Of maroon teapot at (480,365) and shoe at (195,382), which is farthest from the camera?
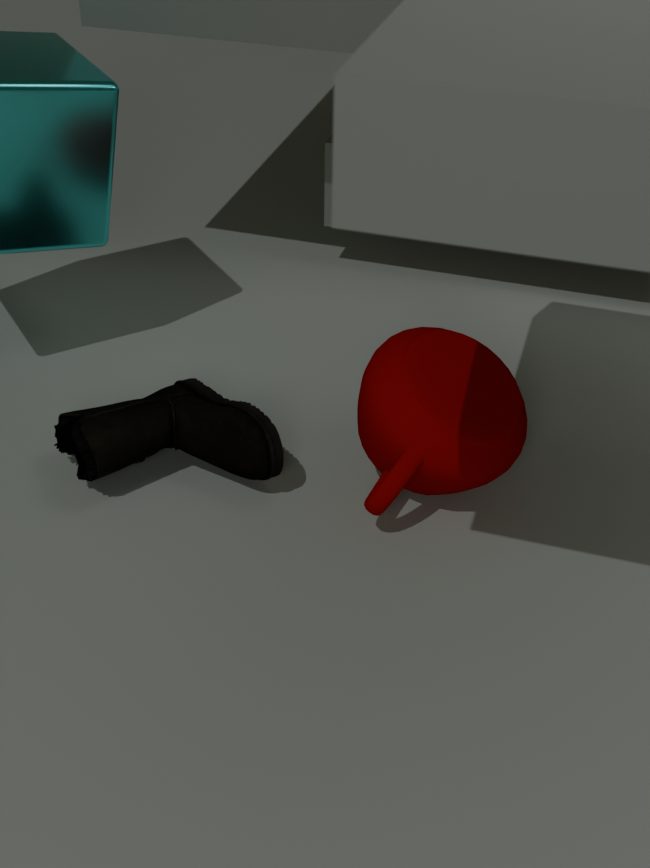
shoe at (195,382)
